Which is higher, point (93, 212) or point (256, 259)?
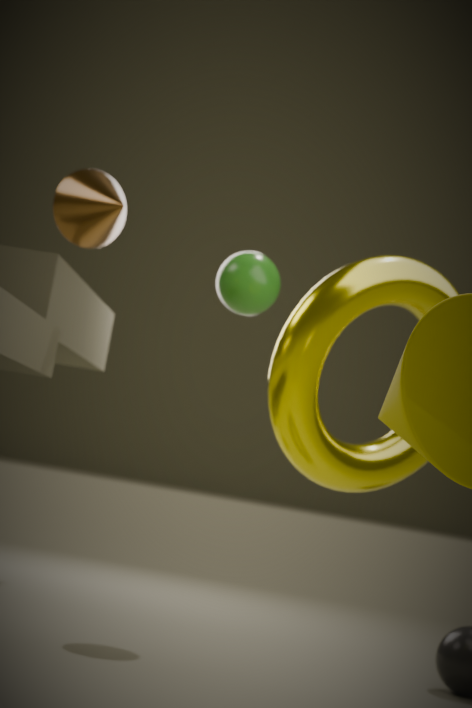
point (93, 212)
